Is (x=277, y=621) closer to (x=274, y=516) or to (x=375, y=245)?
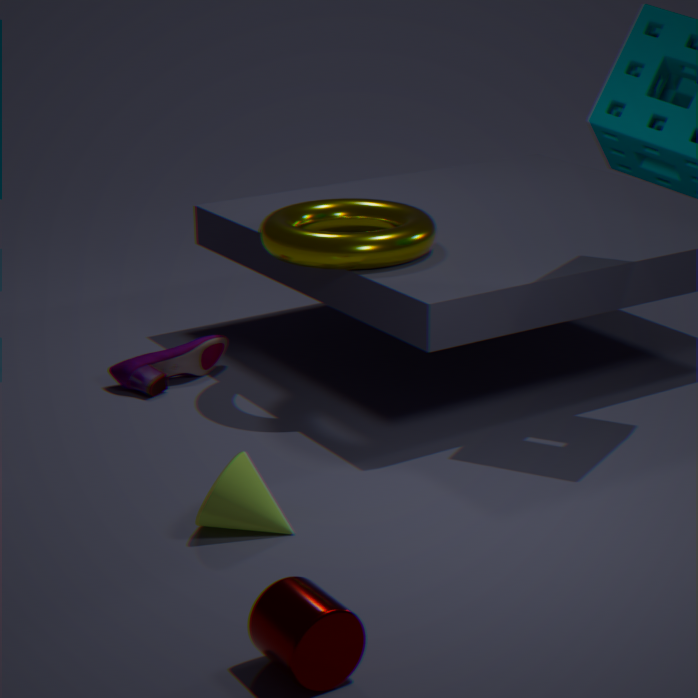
(x=274, y=516)
